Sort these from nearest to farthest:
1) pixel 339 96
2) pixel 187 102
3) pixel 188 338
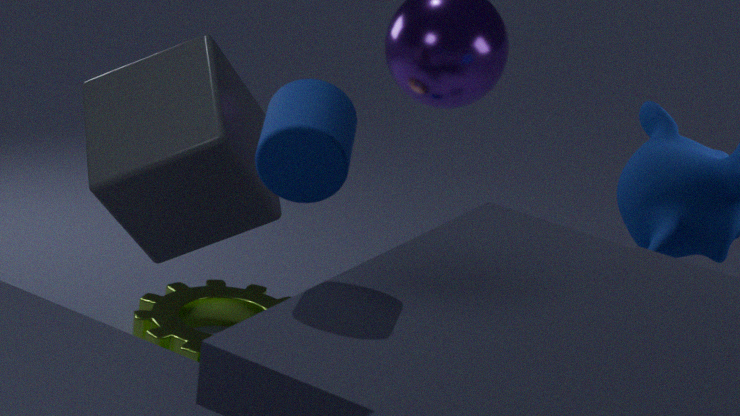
1. pixel 339 96, 2. pixel 187 102, 3. pixel 188 338
